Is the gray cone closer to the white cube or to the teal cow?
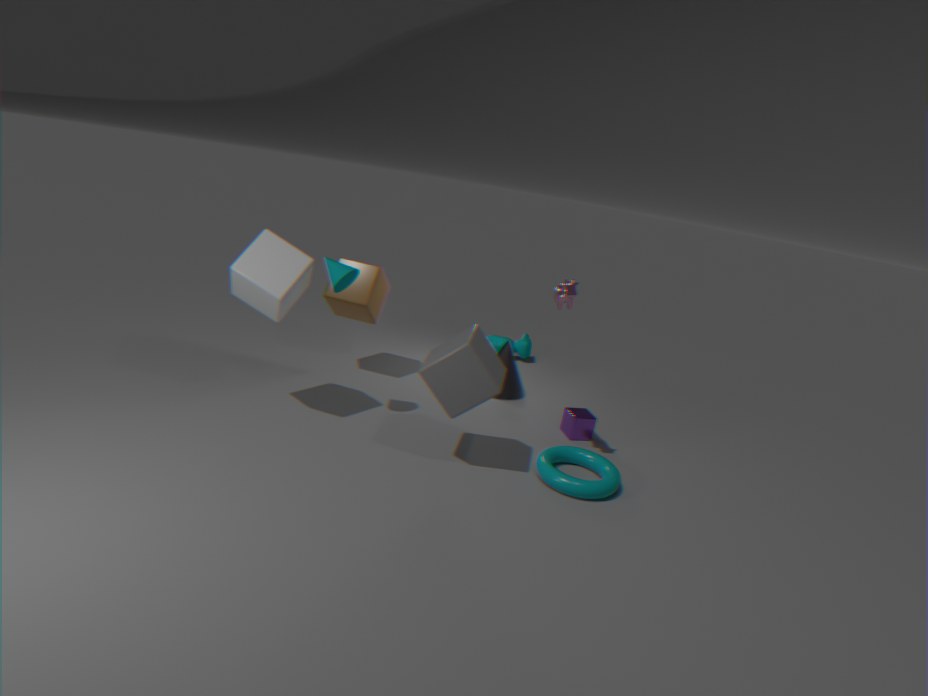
the teal cow
